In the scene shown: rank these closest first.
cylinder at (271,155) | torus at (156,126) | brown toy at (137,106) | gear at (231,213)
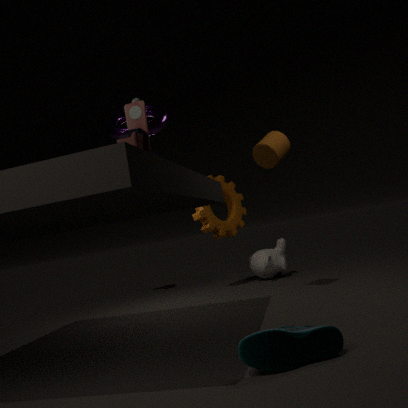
brown toy at (137,106)
torus at (156,126)
cylinder at (271,155)
gear at (231,213)
